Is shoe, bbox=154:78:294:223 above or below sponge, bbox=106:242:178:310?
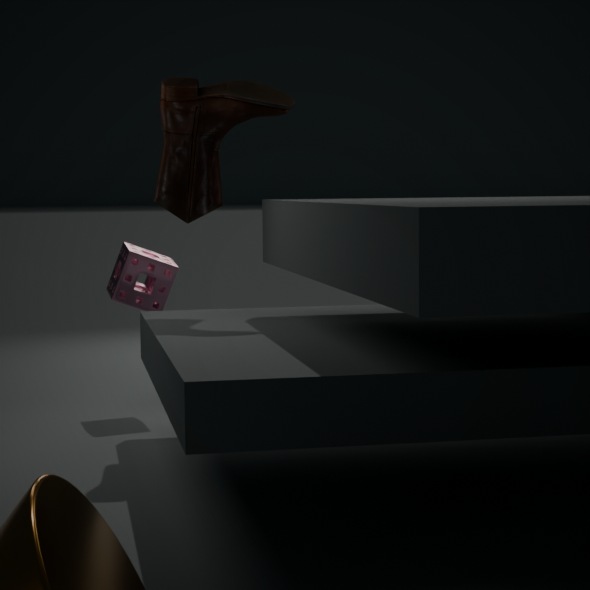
above
